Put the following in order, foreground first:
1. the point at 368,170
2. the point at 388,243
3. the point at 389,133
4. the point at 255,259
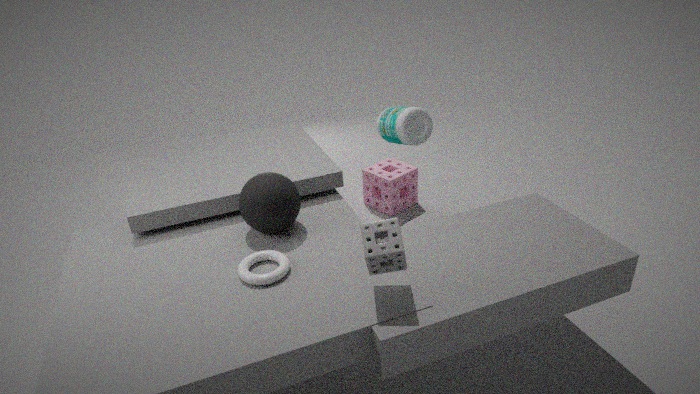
the point at 388,243 < the point at 255,259 < the point at 389,133 < the point at 368,170
